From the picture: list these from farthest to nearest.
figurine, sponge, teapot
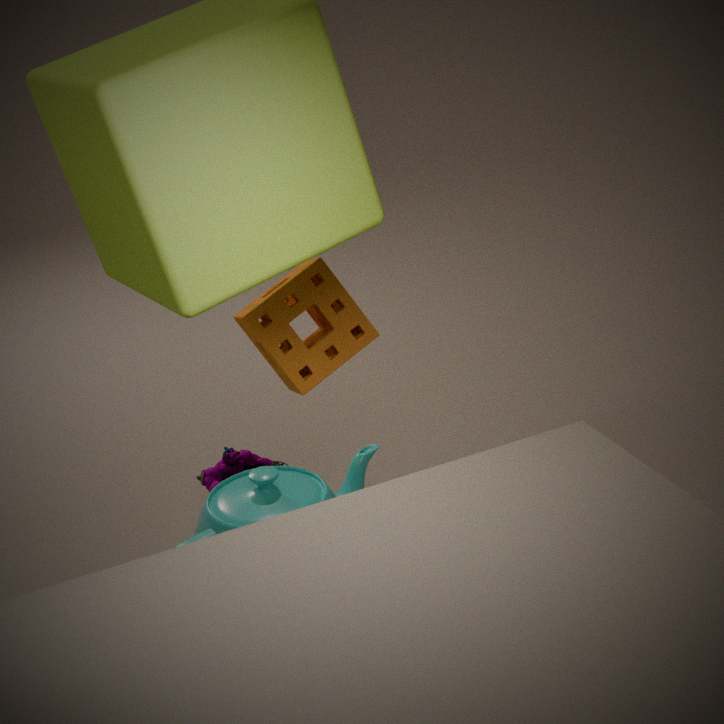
figurine
teapot
sponge
